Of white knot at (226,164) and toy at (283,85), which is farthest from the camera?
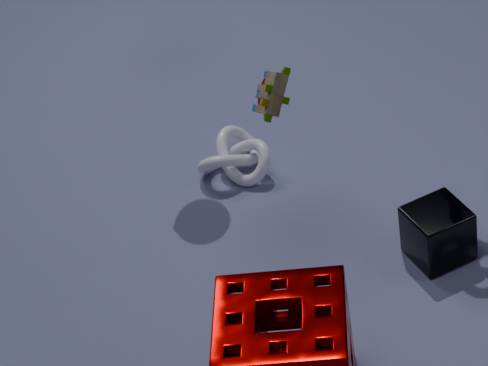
white knot at (226,164)
